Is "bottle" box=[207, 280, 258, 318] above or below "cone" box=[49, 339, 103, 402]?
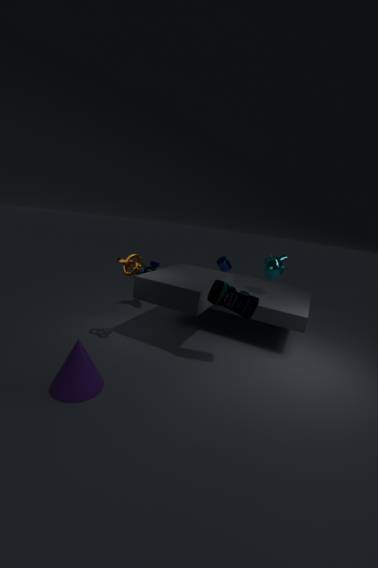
above
